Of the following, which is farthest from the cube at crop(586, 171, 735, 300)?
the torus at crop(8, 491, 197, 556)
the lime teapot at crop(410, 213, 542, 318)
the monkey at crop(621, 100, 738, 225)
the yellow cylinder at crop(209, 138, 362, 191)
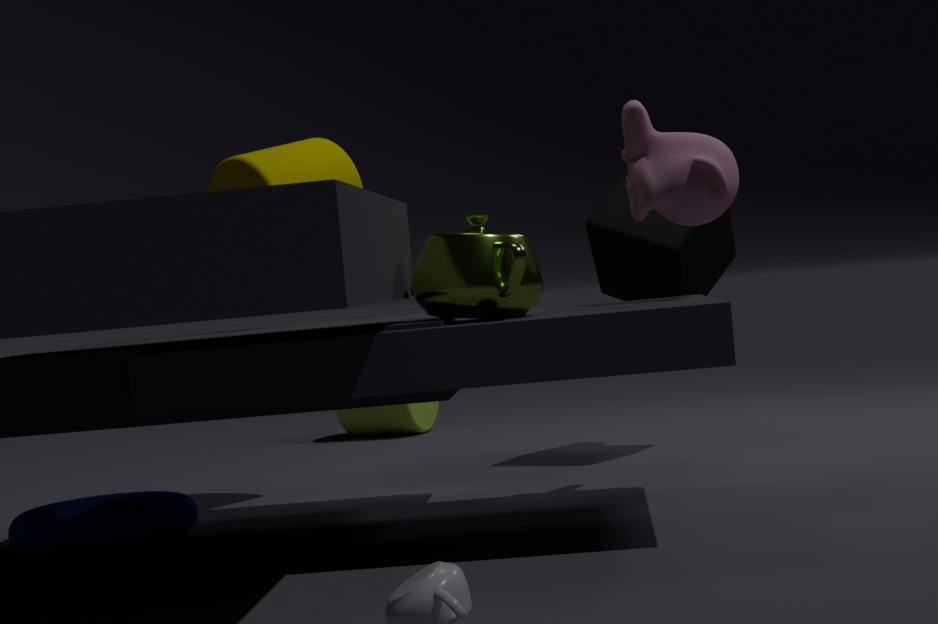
the torus at crop(8, 491, 197, 556)
